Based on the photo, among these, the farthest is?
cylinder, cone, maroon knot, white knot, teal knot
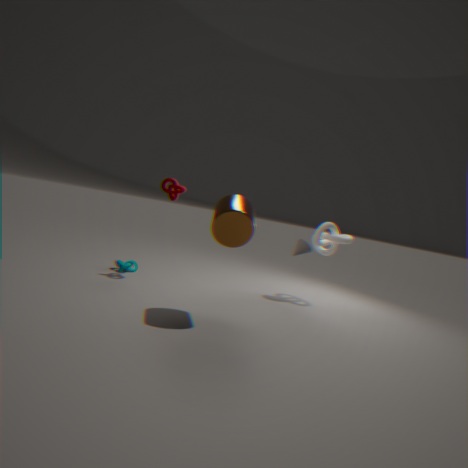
cone
